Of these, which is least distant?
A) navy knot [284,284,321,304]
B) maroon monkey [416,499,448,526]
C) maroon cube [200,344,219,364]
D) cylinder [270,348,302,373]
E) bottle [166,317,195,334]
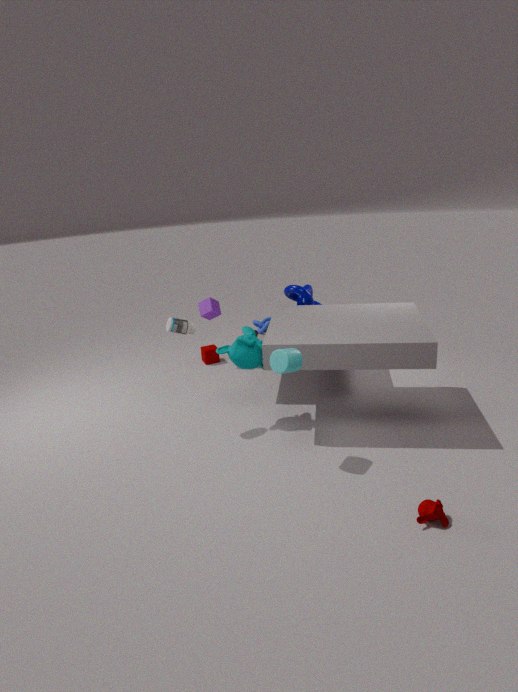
maroon monkey [416,499,448,526]
